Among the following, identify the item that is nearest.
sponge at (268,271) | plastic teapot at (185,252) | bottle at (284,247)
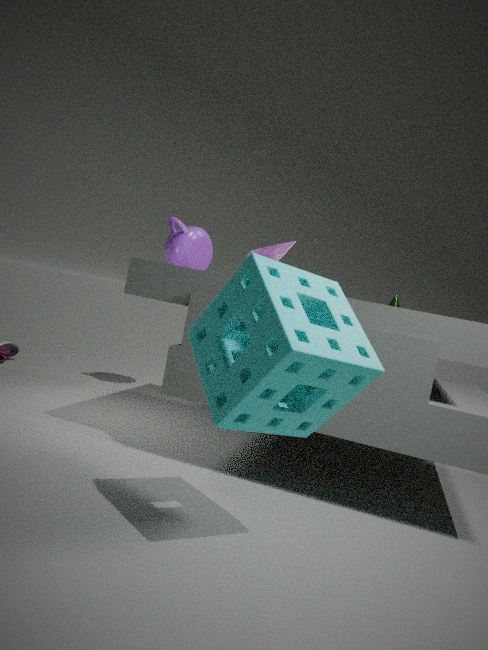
sponge at (268,271)
